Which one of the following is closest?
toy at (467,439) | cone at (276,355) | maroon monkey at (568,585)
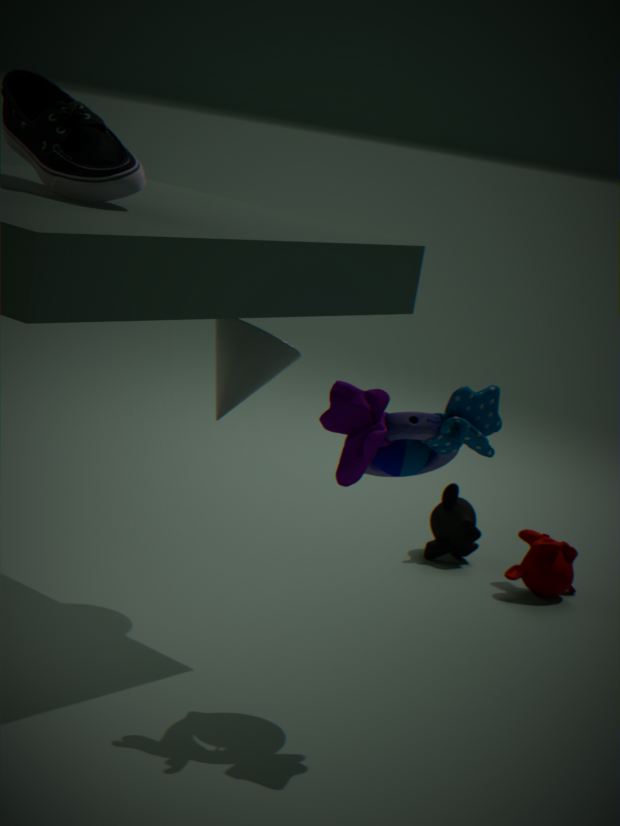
toy at (467,439)
